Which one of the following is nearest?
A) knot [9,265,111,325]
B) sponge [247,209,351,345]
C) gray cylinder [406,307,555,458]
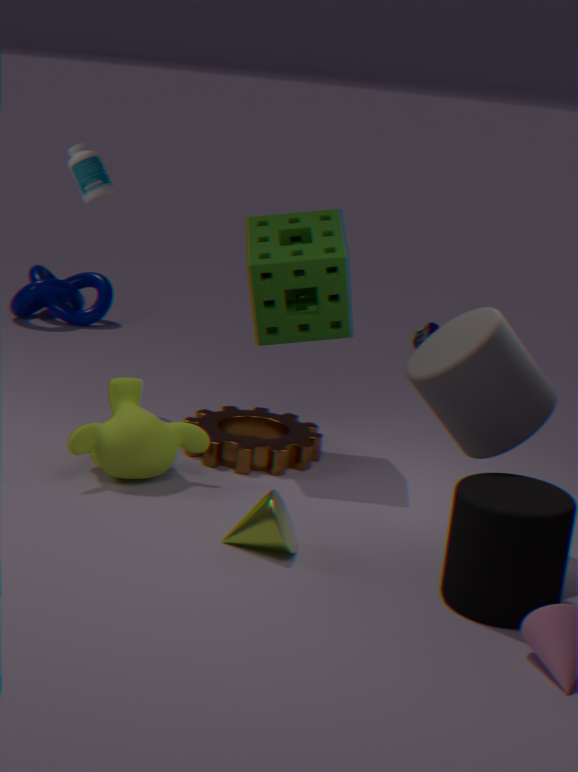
gray cylinder [406,307,555,458]
